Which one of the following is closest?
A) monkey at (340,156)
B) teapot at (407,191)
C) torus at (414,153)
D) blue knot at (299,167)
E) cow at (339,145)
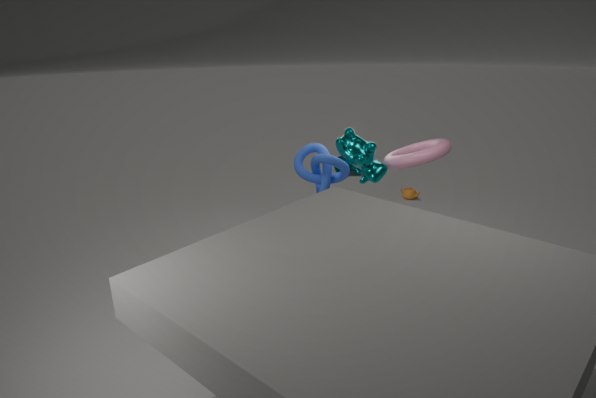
cow at (339,145)
